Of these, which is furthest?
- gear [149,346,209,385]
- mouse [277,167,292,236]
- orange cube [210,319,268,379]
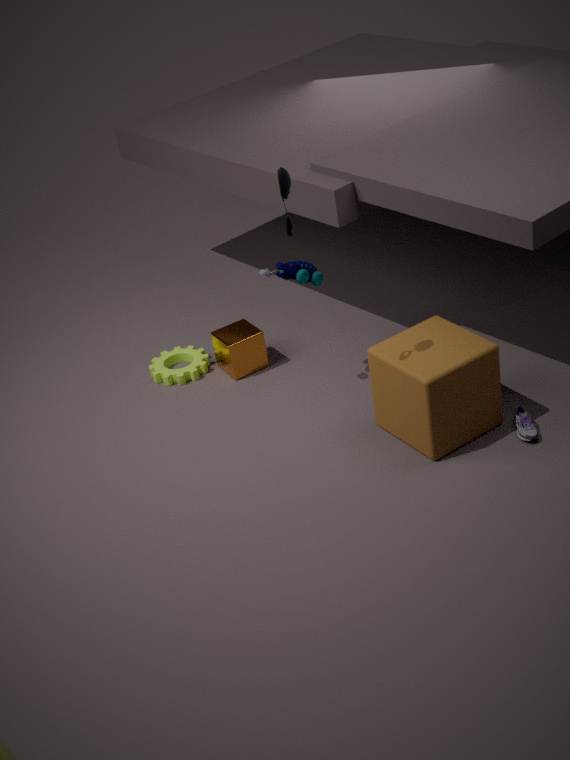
gear [149,346,209,385]
